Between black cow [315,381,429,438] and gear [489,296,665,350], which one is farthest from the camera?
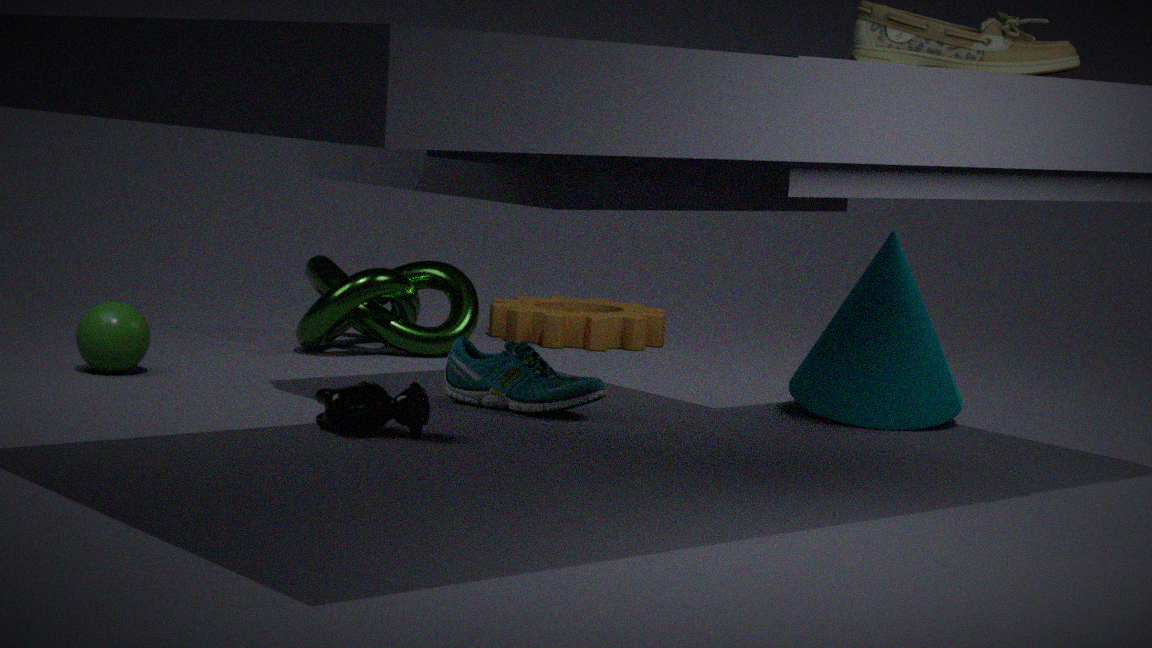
gear [489,296,665,350]
